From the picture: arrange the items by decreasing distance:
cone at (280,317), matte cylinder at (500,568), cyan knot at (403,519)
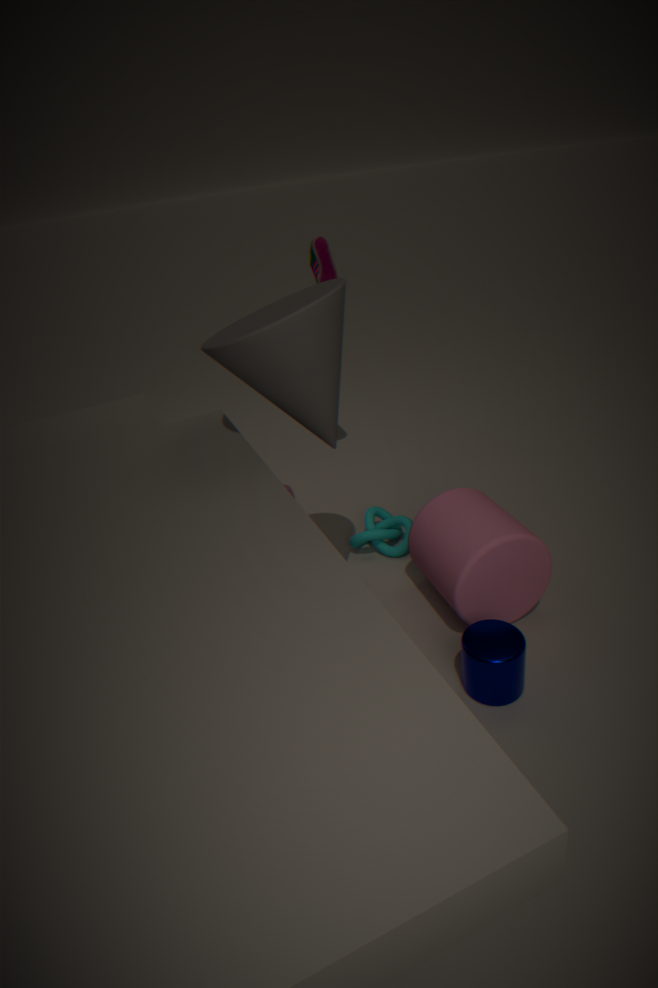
cyan knot at (403,519), matte cylinder at (500,568), cone at (280,317)
